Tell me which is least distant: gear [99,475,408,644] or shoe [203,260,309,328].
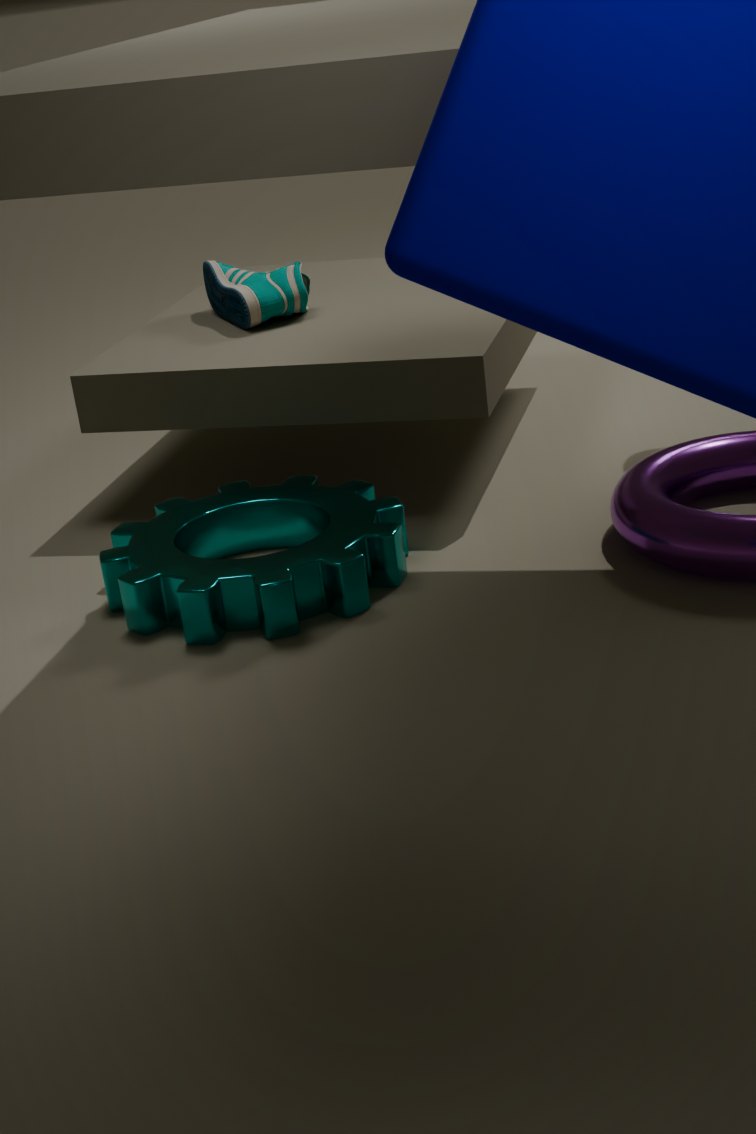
gear [99,475,408,644]
